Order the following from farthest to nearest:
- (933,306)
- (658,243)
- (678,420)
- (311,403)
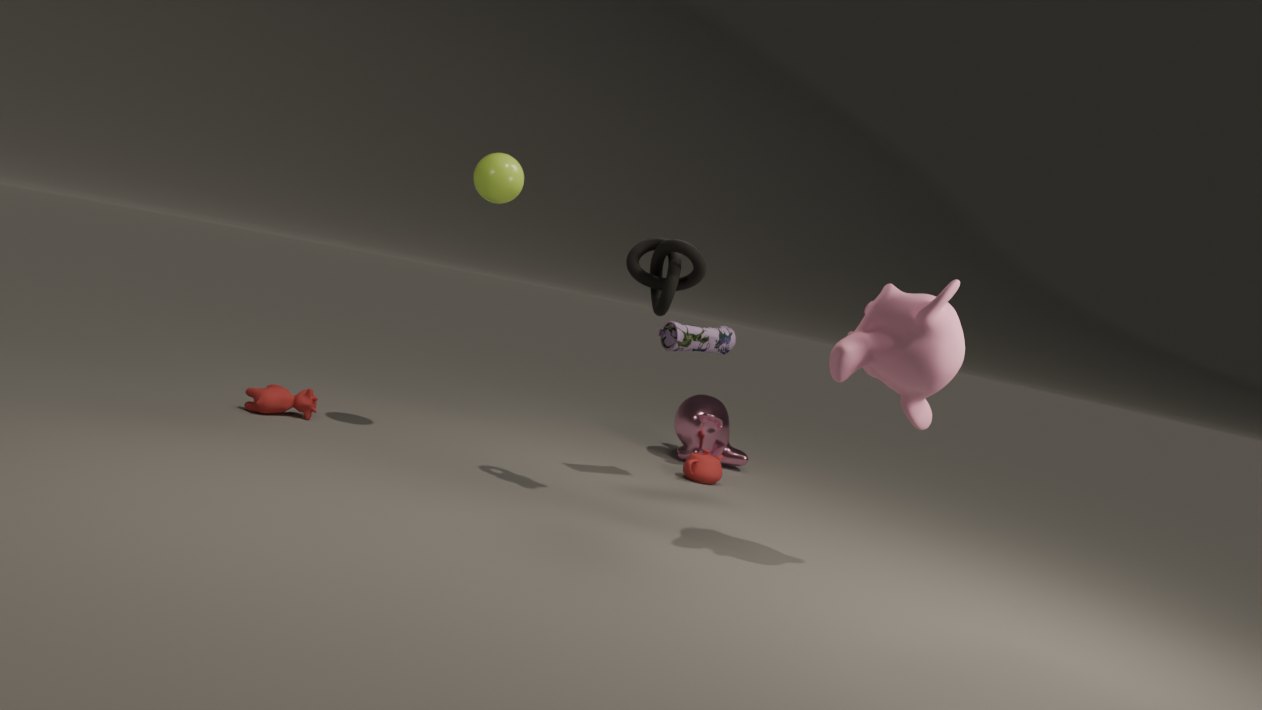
(678,420) < (311,403) < (658,243) < (933,306)
